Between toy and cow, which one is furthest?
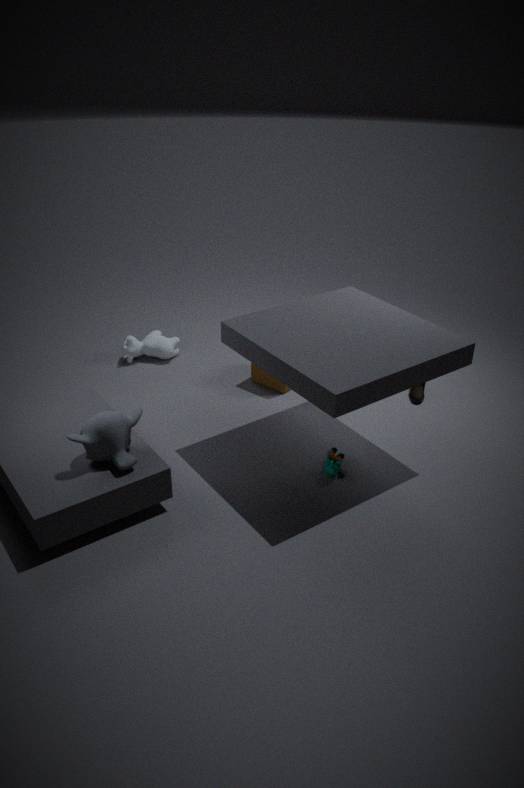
cow
